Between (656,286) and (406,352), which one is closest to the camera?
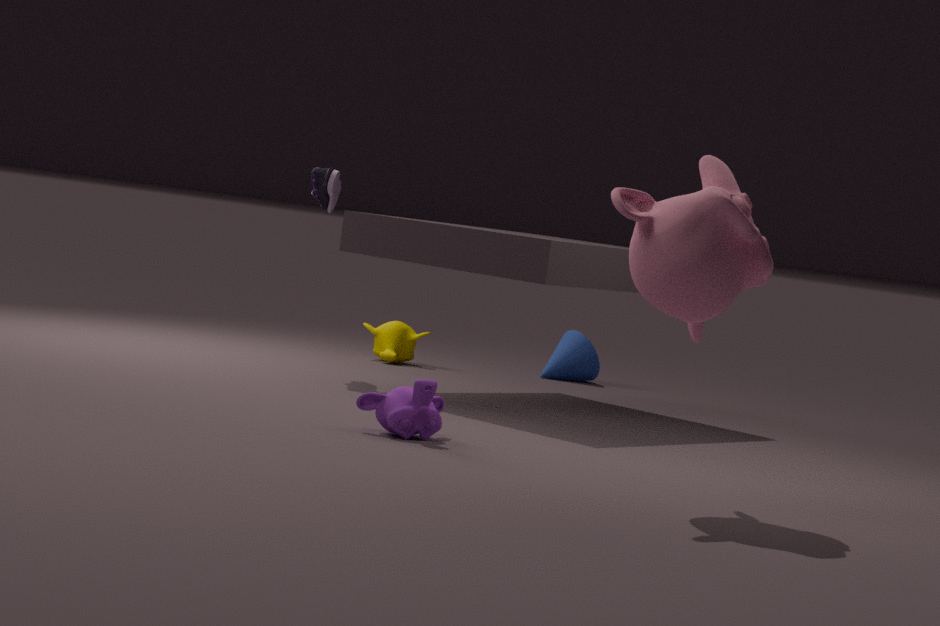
(656,286)
